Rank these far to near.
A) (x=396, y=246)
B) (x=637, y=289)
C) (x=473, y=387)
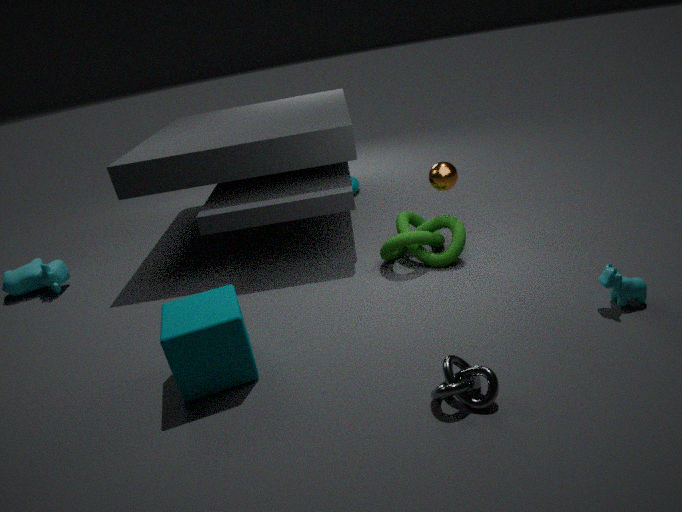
(x=396, y=246) < (x=637, y=289) < (x=473, y=387)
